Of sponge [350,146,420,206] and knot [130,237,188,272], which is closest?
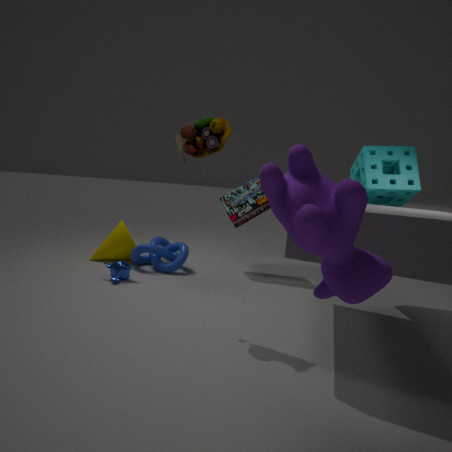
sponge [350,146,420,206]
